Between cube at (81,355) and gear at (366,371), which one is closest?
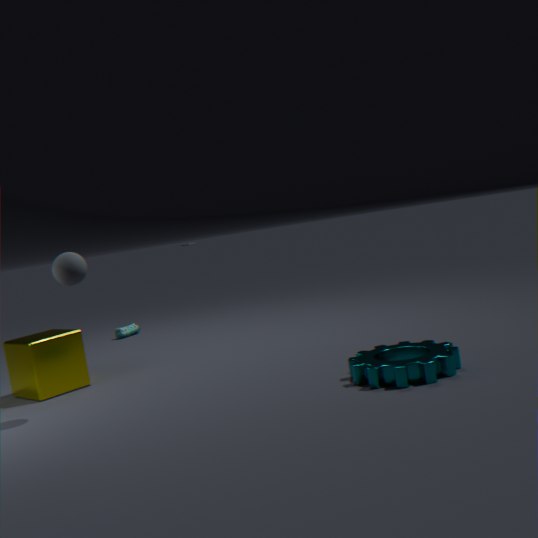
gear at (366,371)
